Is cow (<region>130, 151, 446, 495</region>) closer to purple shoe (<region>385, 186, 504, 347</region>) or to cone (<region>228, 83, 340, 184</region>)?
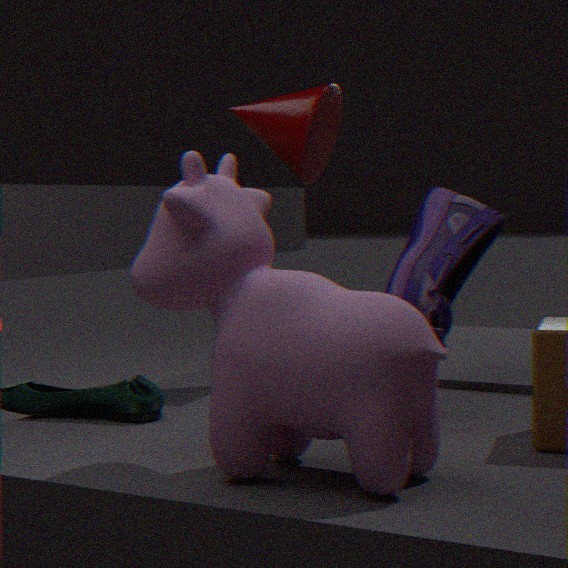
purple shoe (<region>385, 186, 504, 347</region>)
